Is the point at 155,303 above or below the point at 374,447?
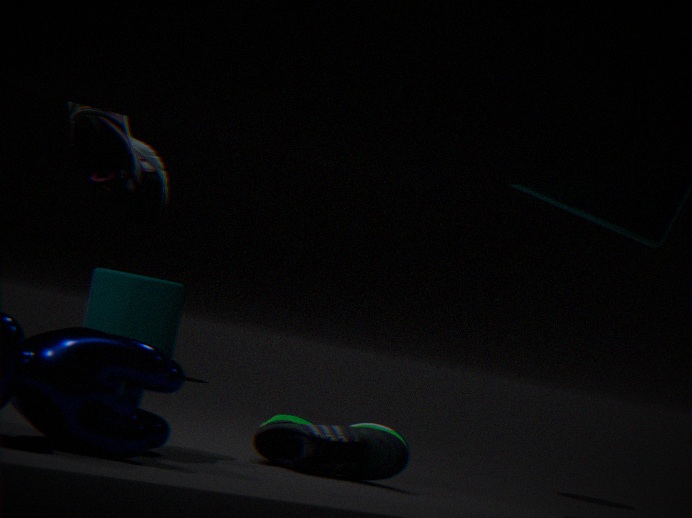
above
